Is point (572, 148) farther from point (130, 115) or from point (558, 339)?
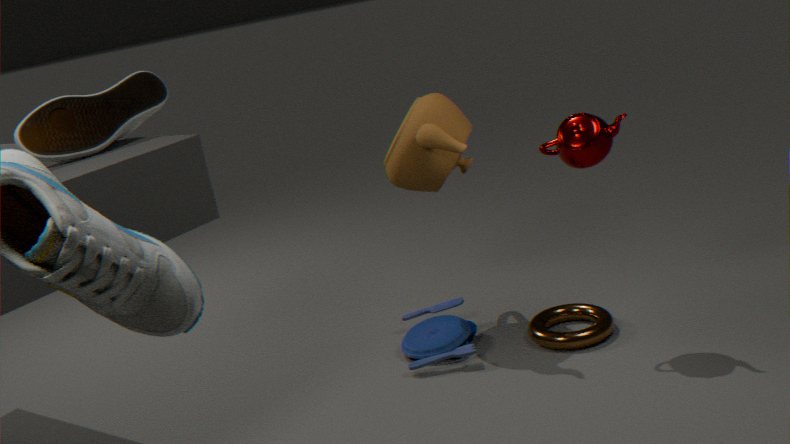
point (130, 115)
